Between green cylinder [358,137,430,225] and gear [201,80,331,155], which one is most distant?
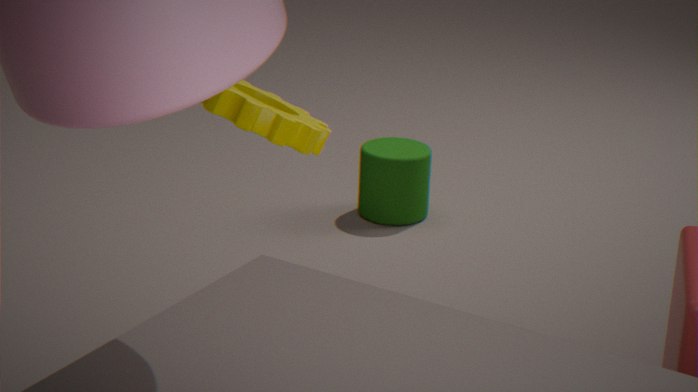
green cylinder [358,137,430,225]
